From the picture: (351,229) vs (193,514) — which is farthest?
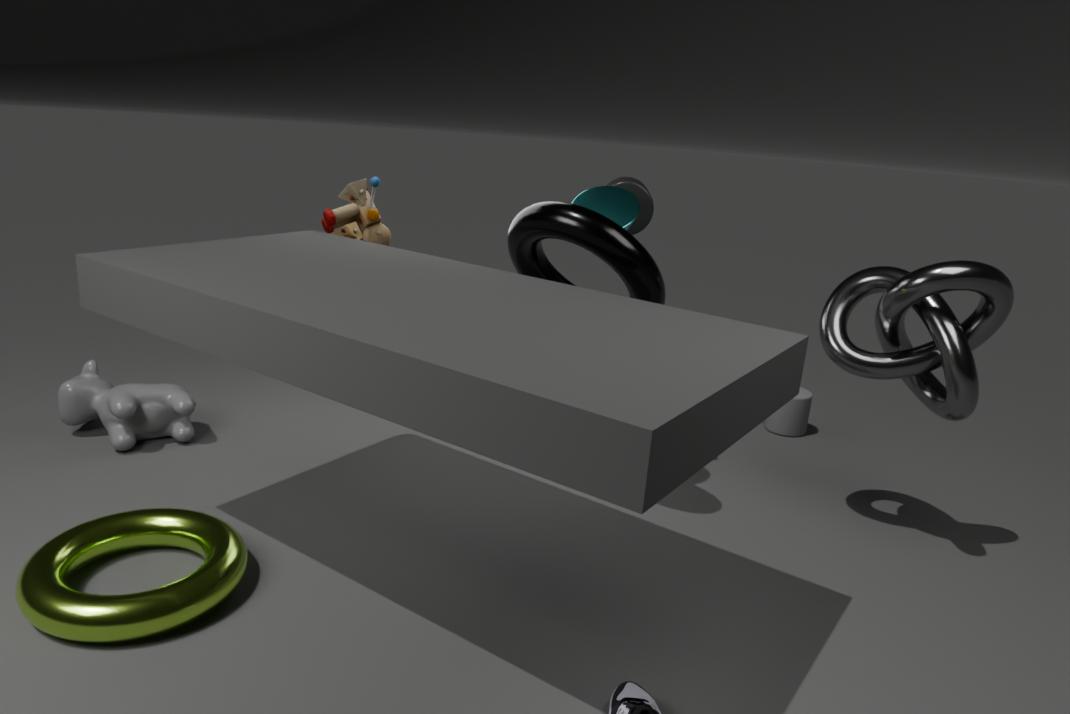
(351,229)
